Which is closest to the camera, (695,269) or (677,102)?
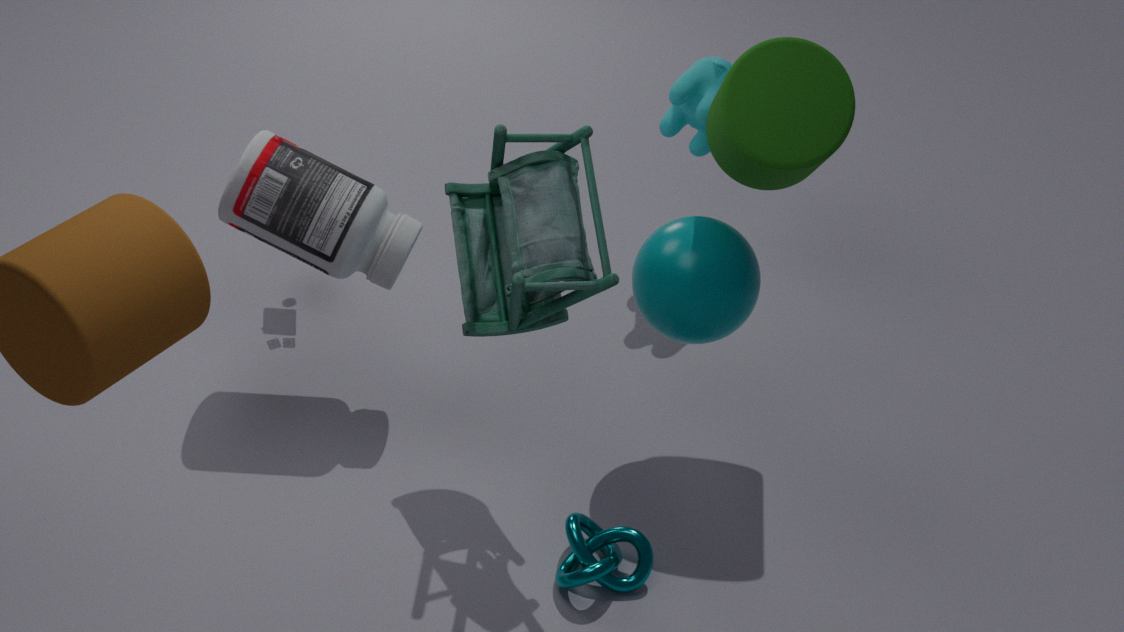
(695,269)
